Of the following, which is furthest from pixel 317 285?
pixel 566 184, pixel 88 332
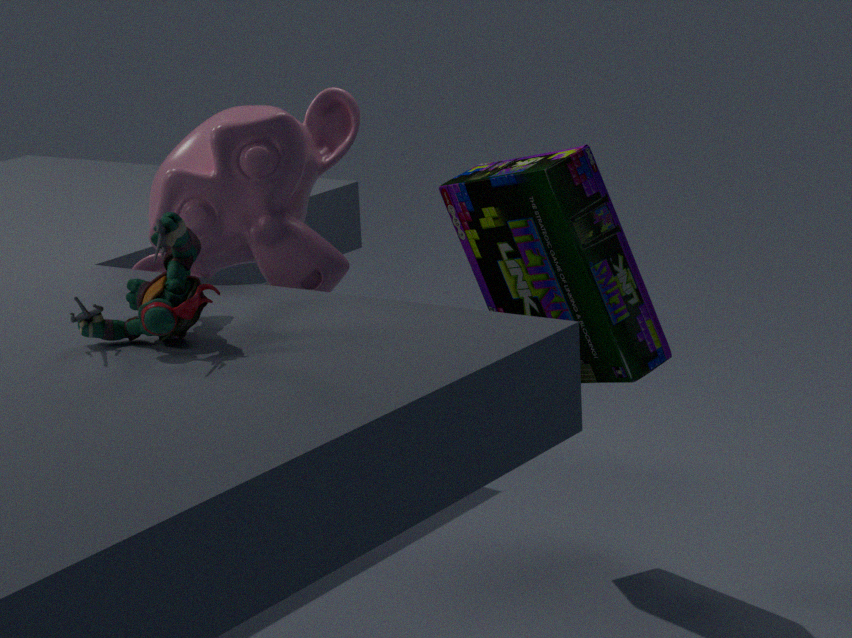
pixel 566 184
